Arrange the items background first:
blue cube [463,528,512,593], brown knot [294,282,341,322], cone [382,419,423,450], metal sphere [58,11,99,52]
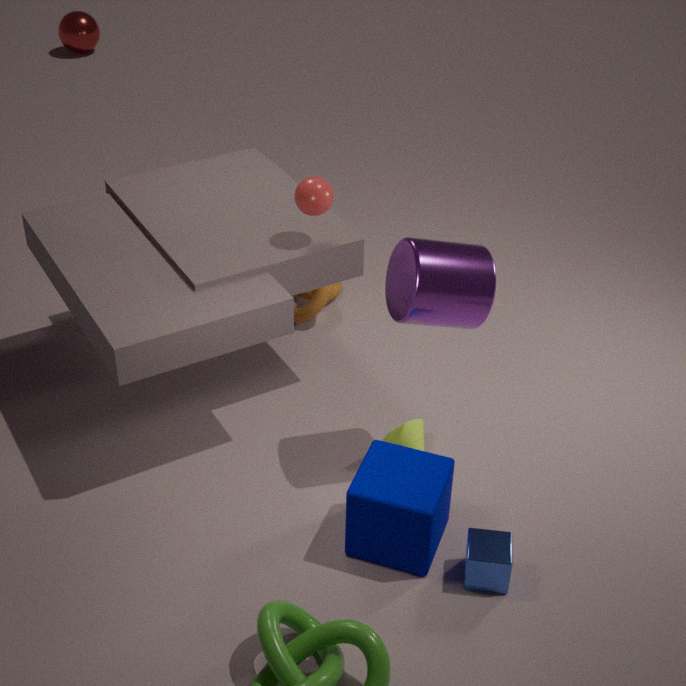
metal sphere [58,11,99,52] → brown knot [294,282,341,322] → cone [382,419,423,450] → blue cube [463,528,512,593]
